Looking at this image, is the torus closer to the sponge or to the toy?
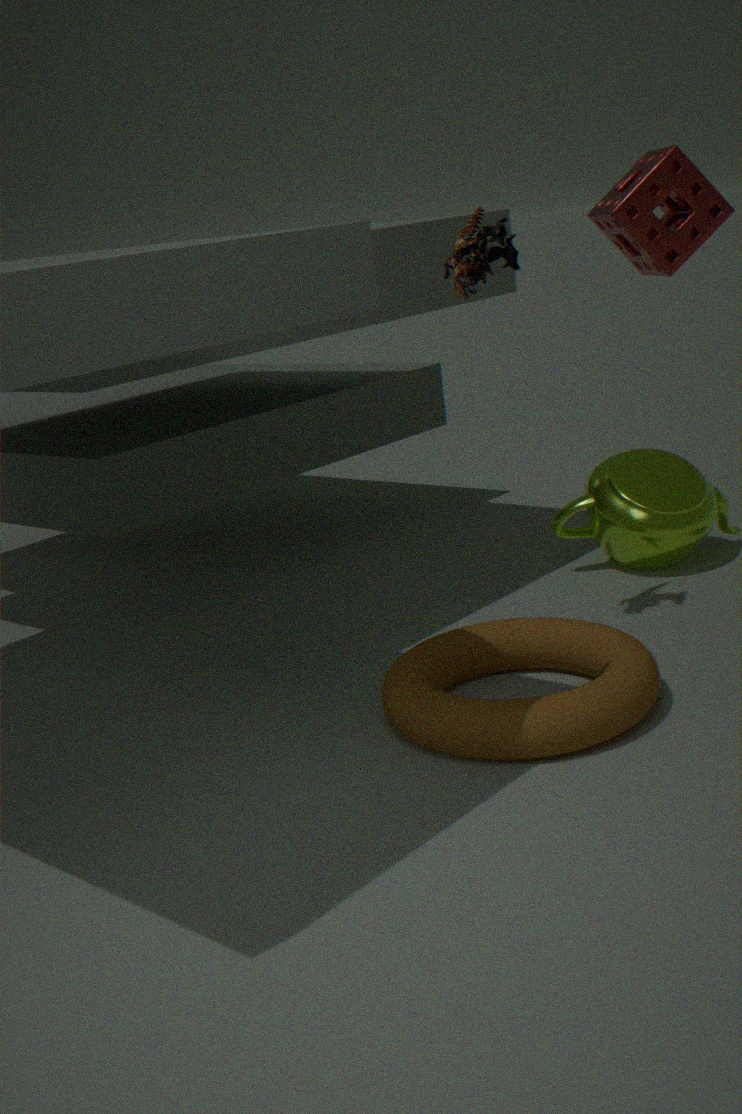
the toy
